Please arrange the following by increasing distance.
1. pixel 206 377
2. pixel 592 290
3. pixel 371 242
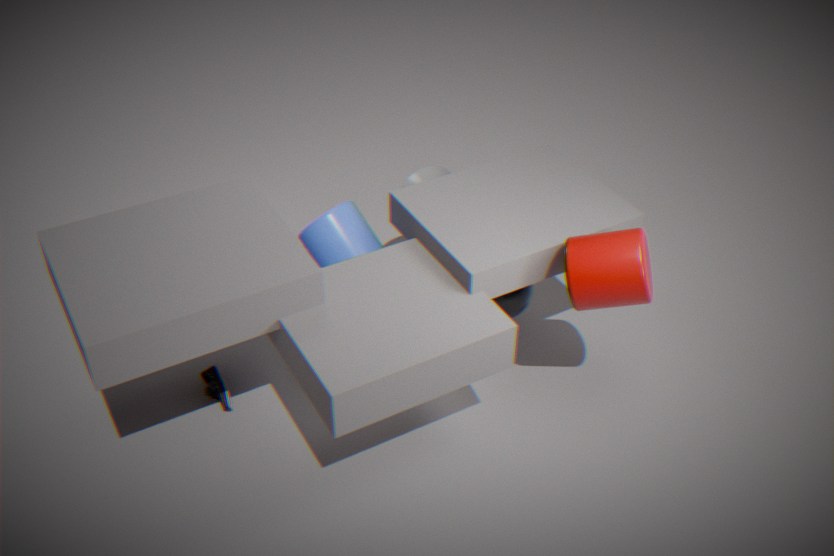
pixel 592 290 → pixel 371 242 → pixel 206 377
